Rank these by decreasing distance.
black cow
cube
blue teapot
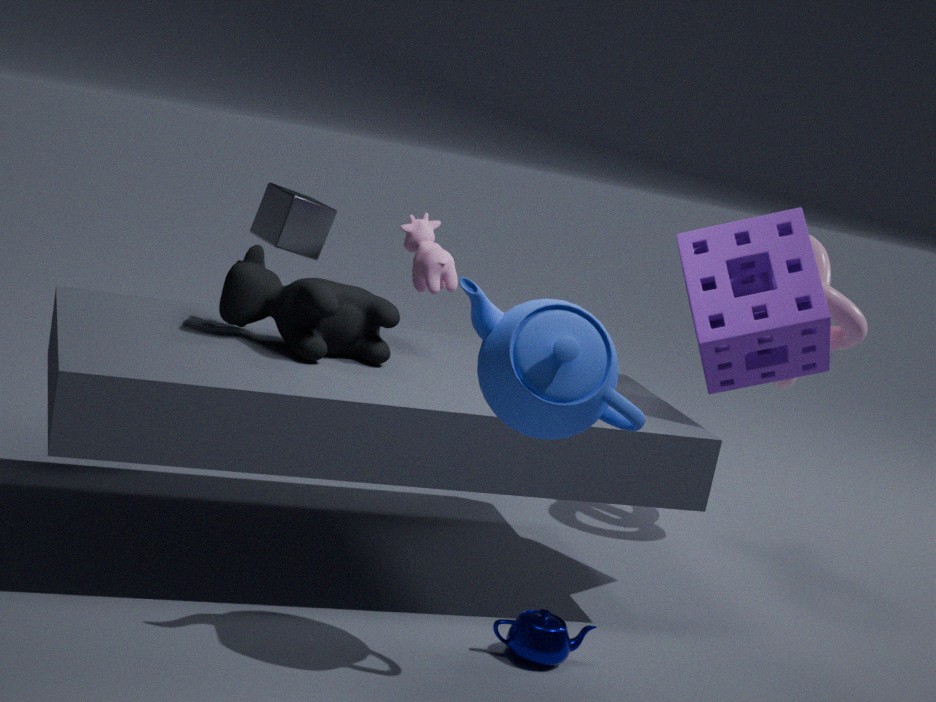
cube → black cow → blue teapot
